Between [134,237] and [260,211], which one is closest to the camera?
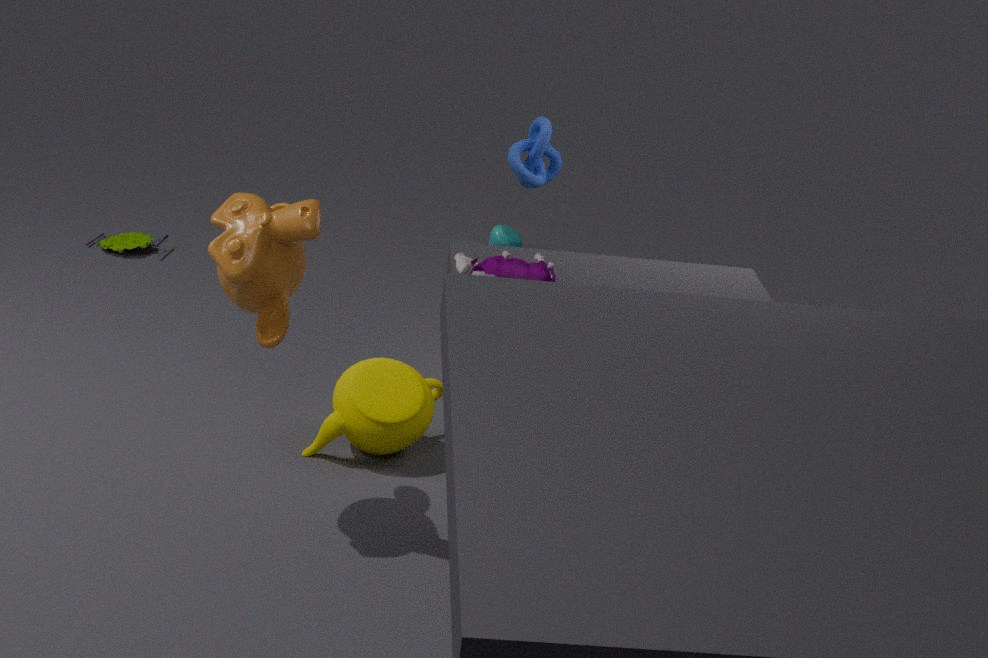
[260,211]
